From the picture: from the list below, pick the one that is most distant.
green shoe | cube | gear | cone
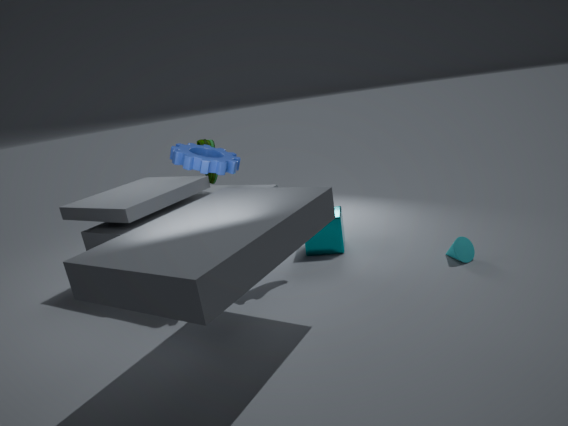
green shoe
